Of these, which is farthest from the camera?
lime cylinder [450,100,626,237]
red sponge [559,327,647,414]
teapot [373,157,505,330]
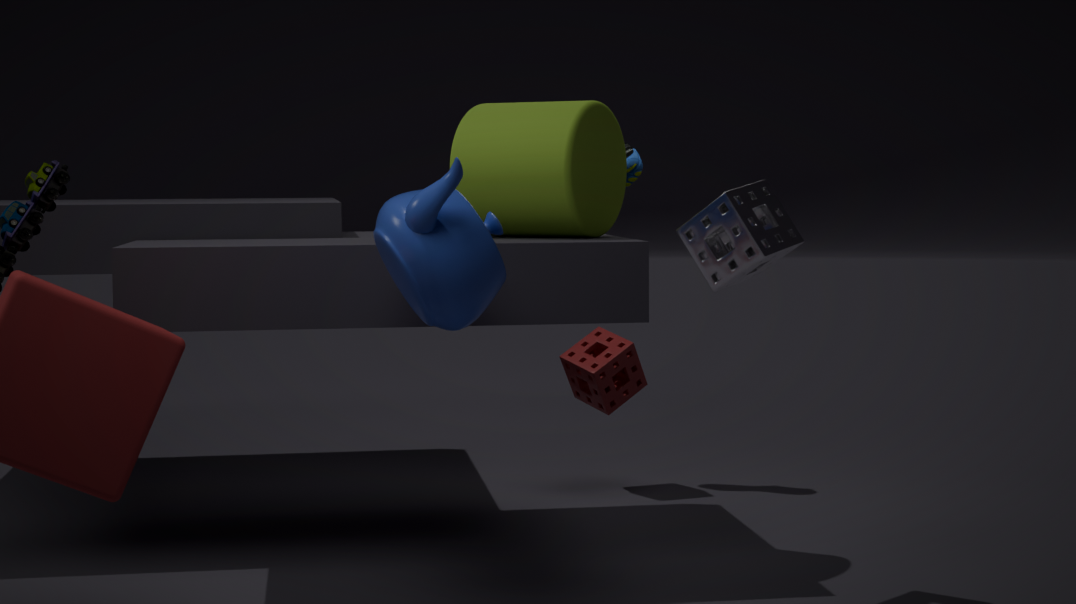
red sponge [559,327,647,414]
